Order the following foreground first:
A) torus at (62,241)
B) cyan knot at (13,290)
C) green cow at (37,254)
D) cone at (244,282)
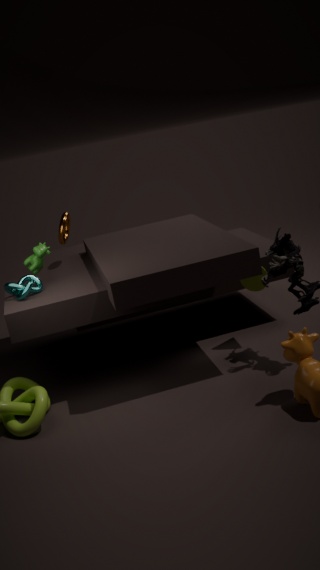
cyan knot at (13,290), green cow at (37,254), cone at (244,282), torus at (62,241)
